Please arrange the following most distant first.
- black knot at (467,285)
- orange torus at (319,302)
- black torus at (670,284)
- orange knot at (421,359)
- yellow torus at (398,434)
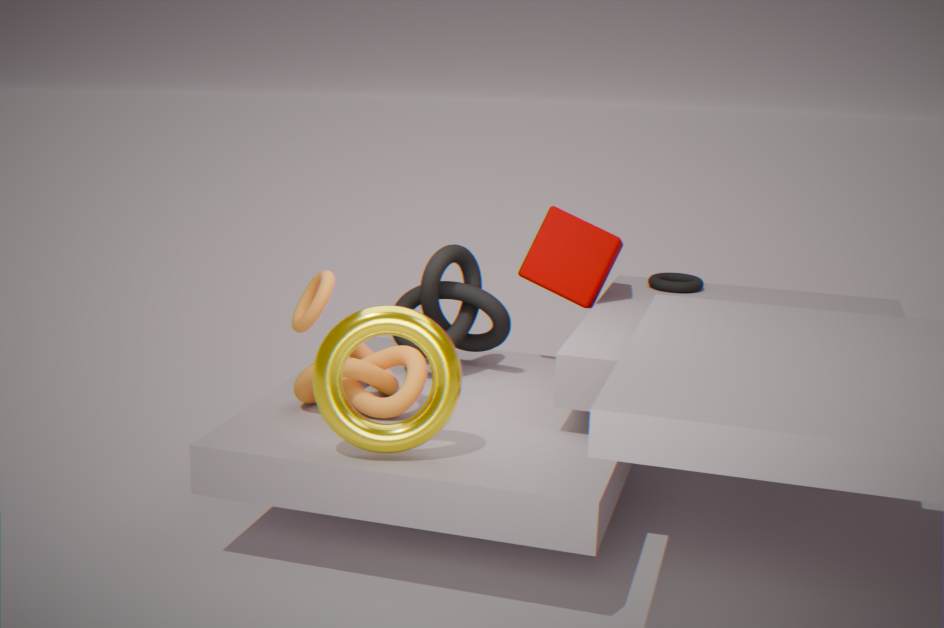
black torus at (670,284)
black knot at (467,285)
orange knot at (421,359)
orange torus at (319,302)
yellow torus at (398,434)
